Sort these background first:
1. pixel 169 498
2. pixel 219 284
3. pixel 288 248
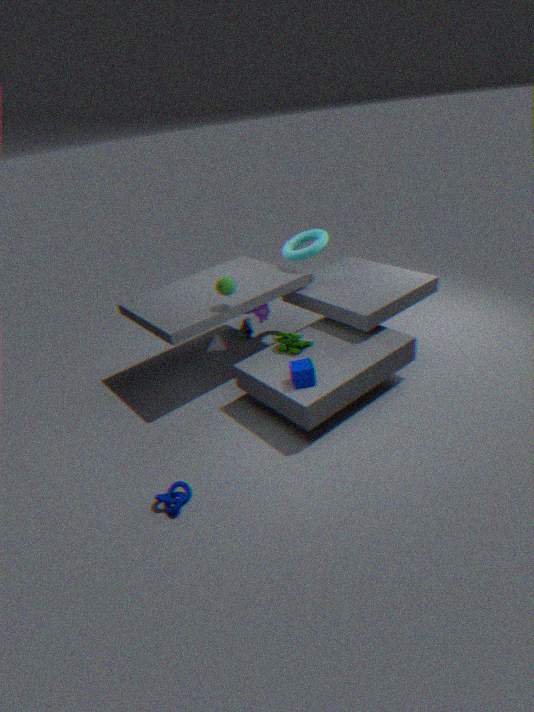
pixel 288 248 < pixel 219 284 < pixel 169 498
